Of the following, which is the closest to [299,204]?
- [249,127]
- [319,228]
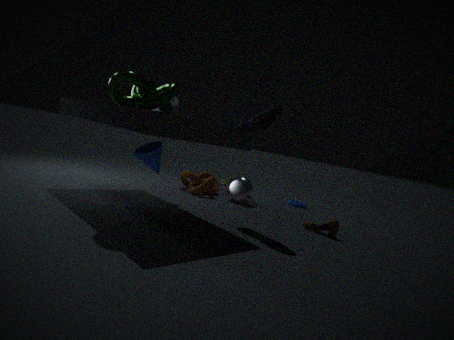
[319,228]
